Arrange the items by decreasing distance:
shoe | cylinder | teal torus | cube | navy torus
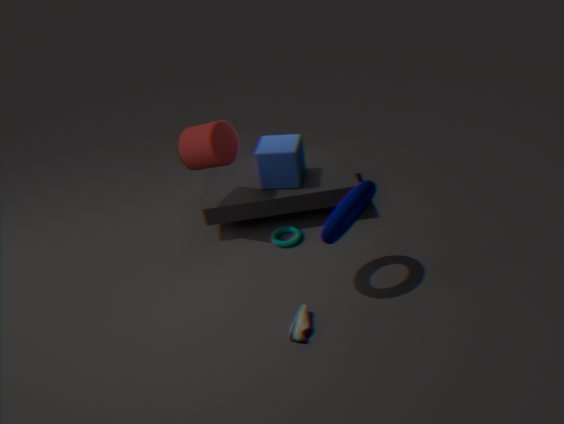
teal torus
cube
cylinder
shoe
navy torus
